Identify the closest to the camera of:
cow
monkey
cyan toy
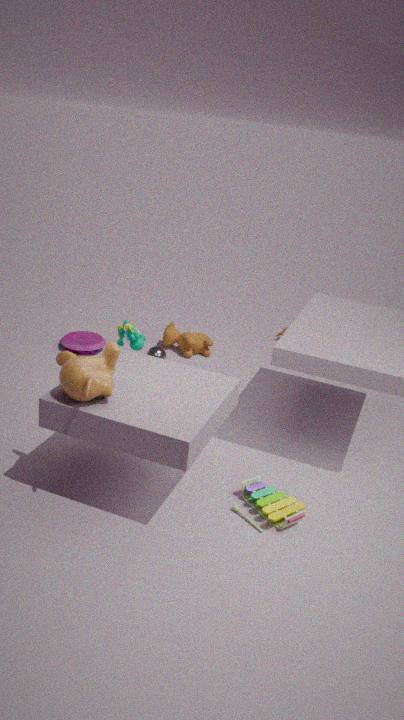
monkey
